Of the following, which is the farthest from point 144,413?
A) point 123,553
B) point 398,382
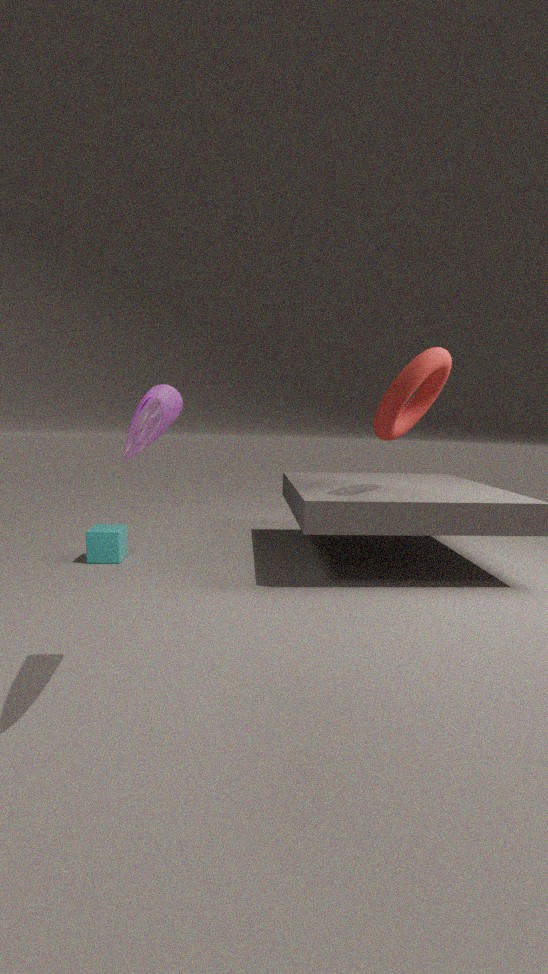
point 123,553
